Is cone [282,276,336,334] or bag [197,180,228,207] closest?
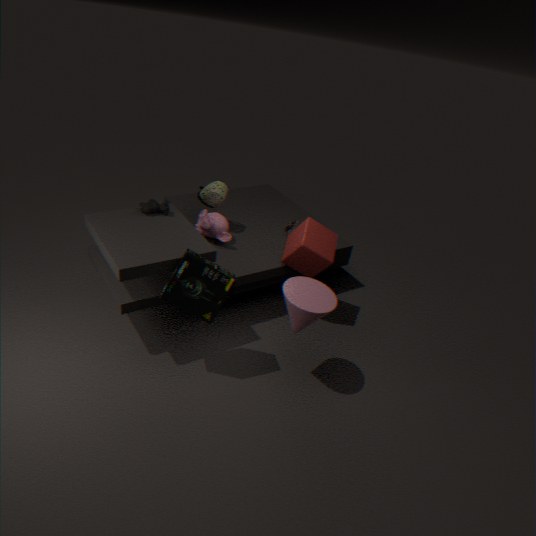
cone [282,276,336,334]
